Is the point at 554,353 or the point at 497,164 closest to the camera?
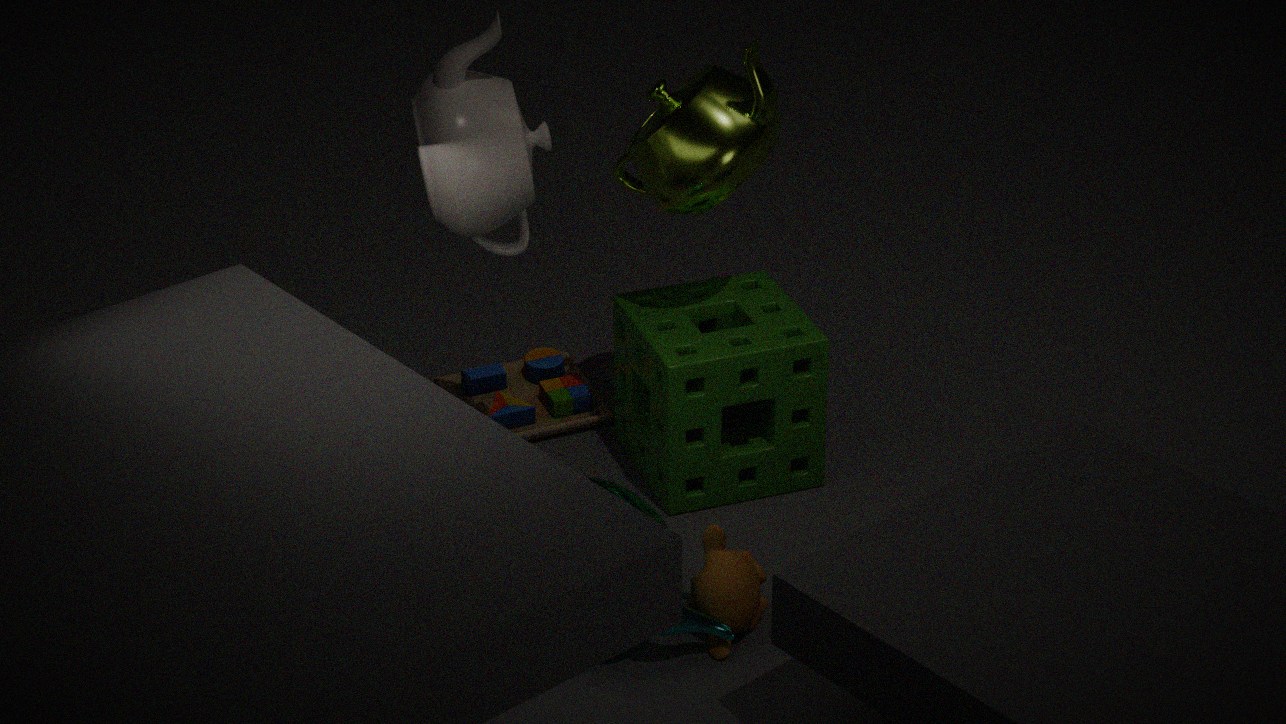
the point at 497,164
